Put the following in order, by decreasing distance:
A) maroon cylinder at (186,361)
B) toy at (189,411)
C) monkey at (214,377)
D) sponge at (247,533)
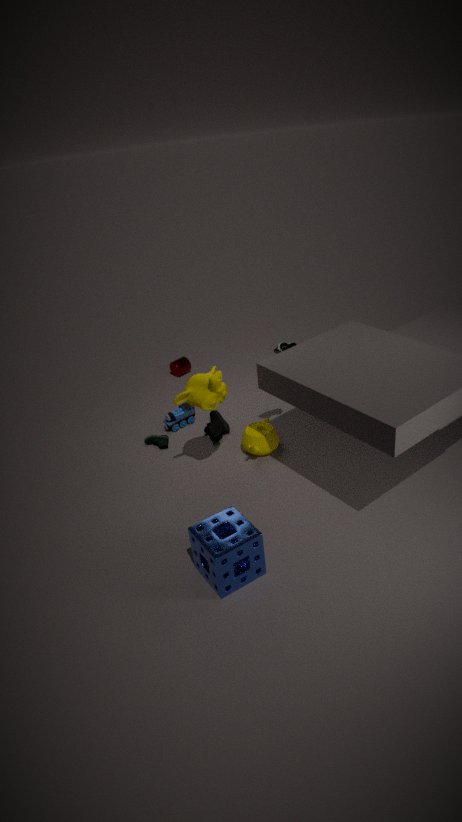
maroon cylinder at (186,361) < toy at (189,411) < monkey at (214,377) < sponge at (247,533)
